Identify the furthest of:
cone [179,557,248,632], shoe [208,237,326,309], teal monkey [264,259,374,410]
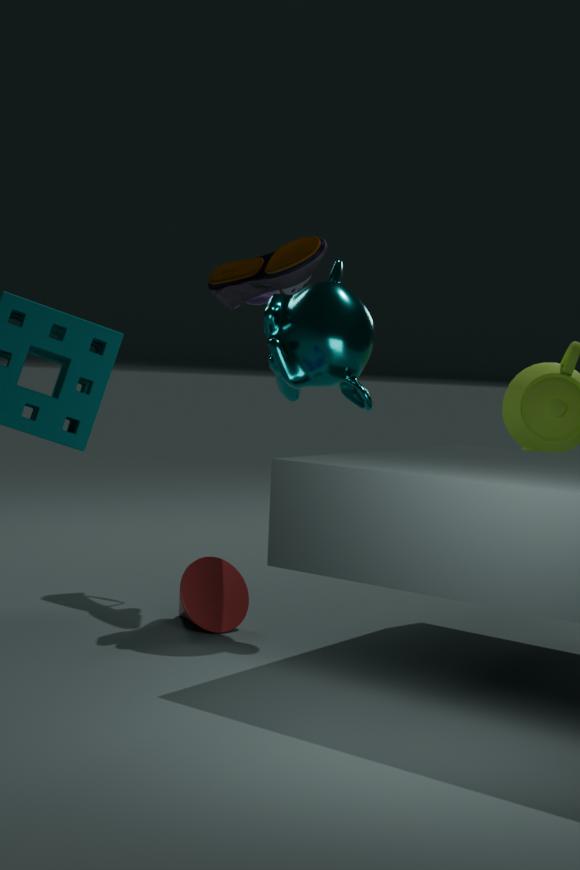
shoe [208,237,326,309]
